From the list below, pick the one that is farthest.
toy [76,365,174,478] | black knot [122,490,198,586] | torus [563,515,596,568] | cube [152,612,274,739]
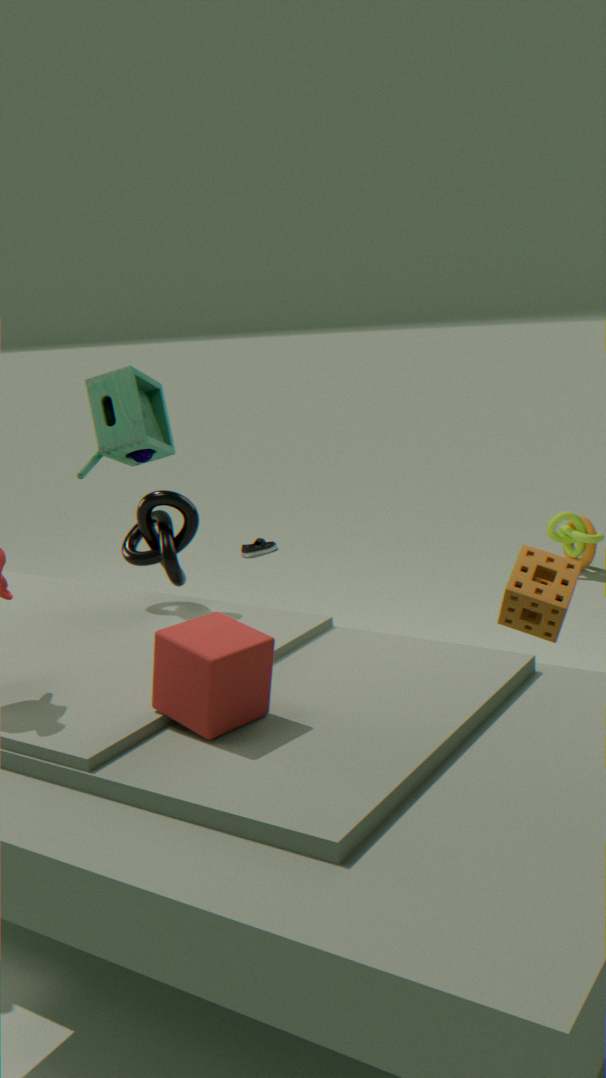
torus [563,515,596,568]
